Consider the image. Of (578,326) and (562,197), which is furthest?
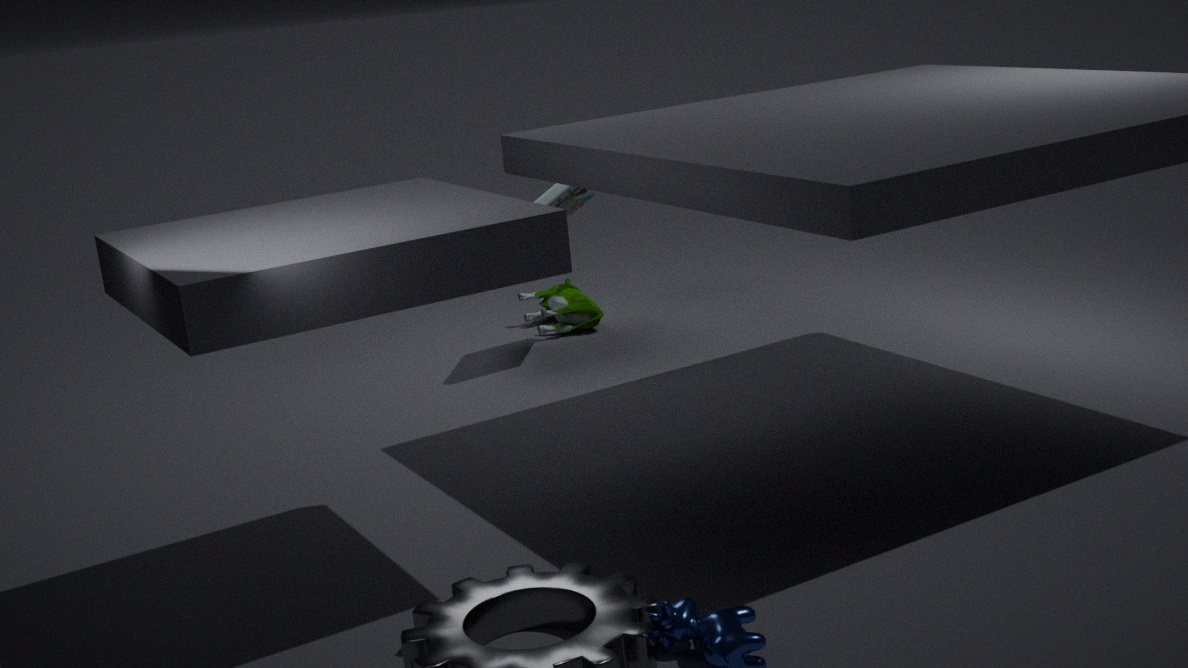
(578,326)
